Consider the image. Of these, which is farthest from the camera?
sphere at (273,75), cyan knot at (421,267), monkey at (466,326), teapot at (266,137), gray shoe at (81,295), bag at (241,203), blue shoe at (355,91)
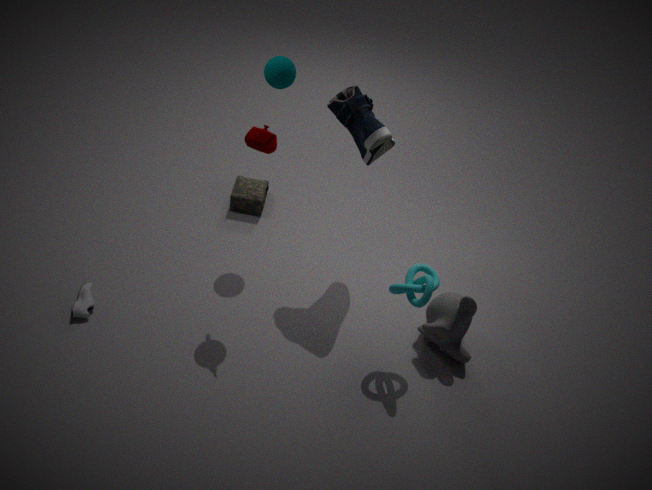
bag at (241,203)
